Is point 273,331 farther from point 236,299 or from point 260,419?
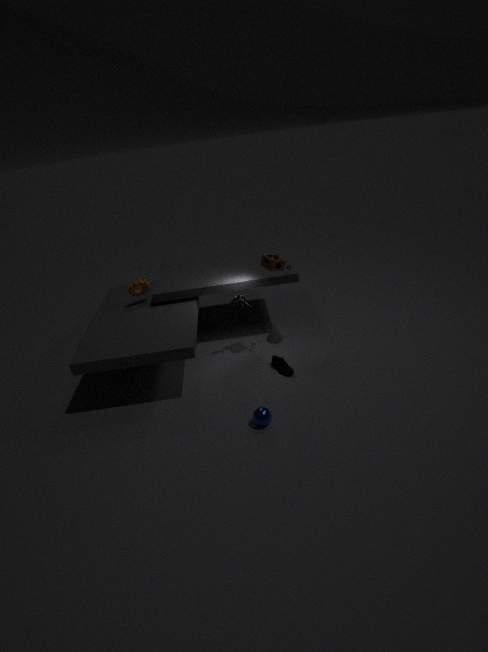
point 260,419
